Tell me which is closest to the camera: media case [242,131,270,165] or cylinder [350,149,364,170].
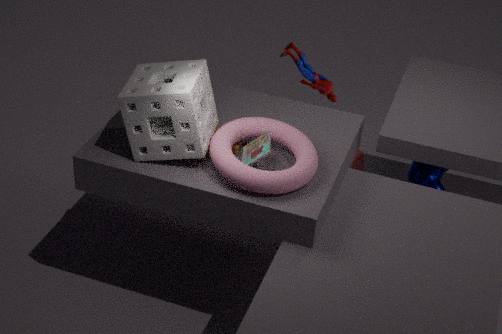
media case [242,131,270,165]
